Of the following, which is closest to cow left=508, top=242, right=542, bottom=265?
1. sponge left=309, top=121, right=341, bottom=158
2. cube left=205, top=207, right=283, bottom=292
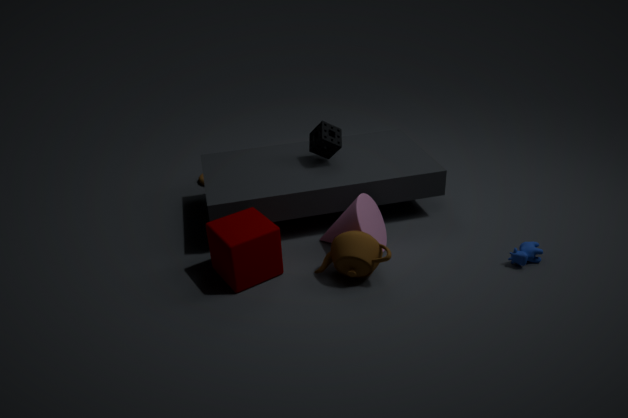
sponge left=309, top=121, right=341, bottom=158
